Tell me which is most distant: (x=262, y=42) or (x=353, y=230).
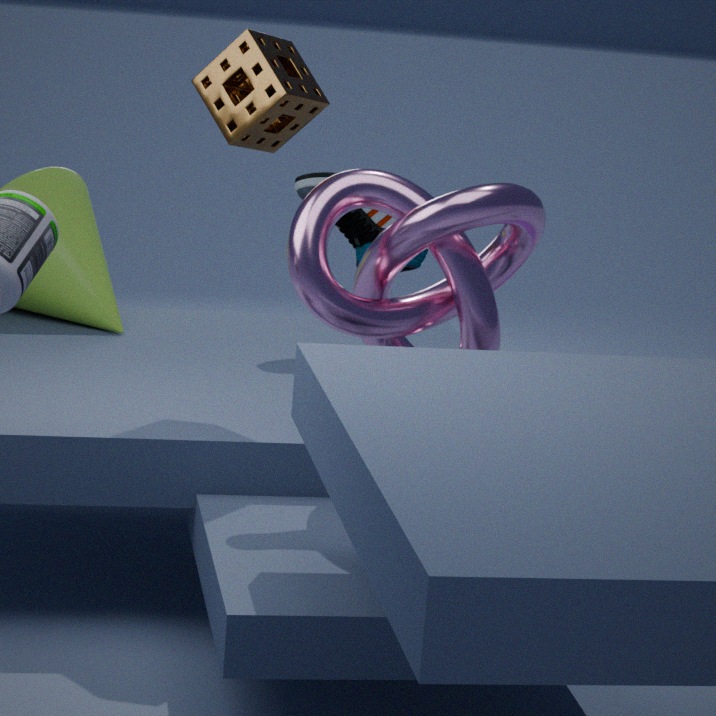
(x=353, y=230)
